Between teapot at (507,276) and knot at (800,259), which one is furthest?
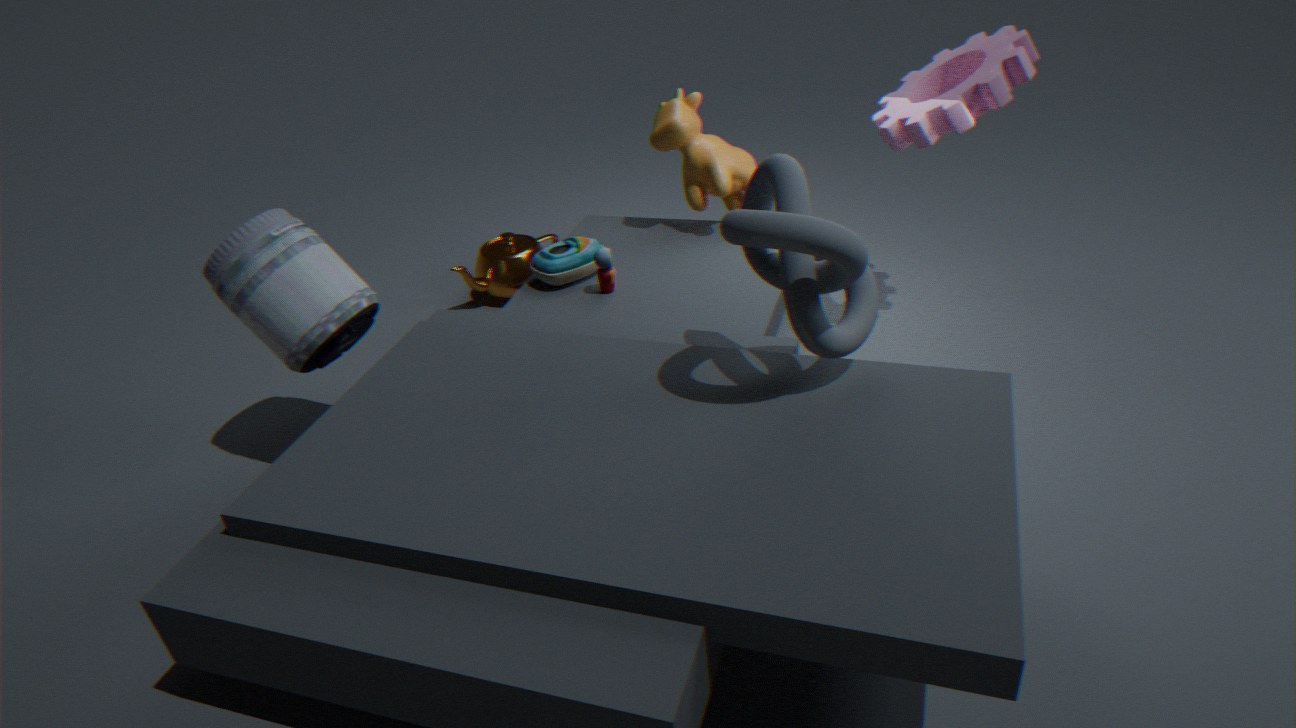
teapot at (507,276)
